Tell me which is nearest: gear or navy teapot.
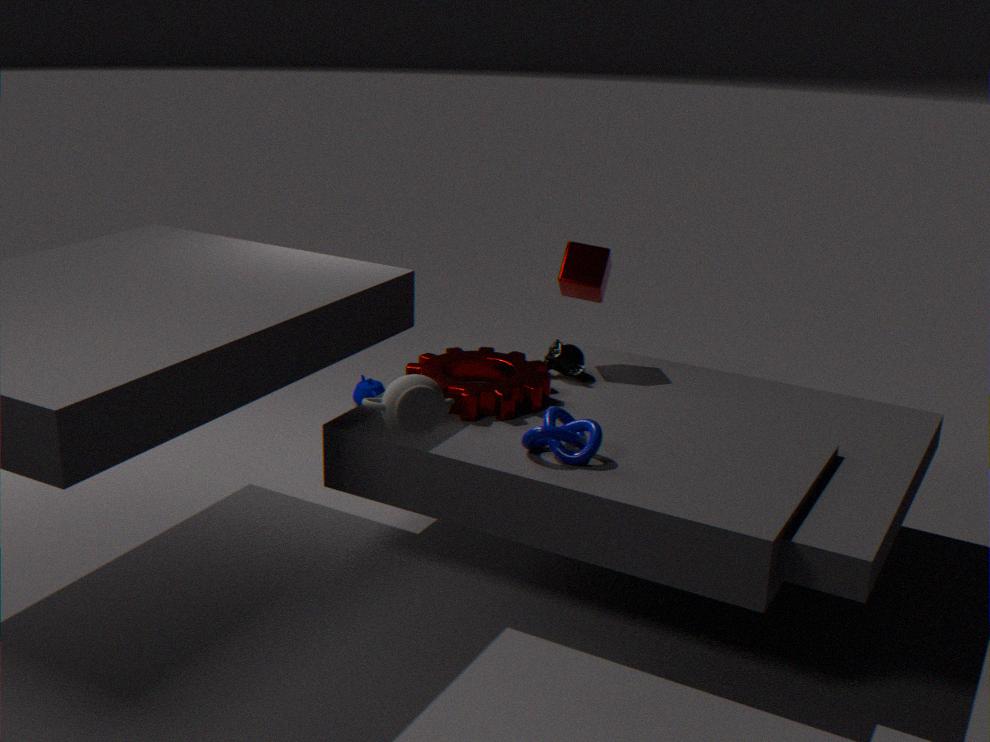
gear
